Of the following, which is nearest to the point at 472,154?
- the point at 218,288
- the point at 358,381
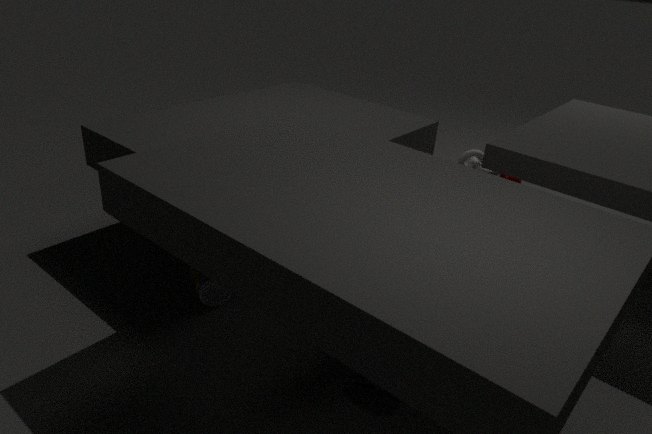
the point at 358,381
